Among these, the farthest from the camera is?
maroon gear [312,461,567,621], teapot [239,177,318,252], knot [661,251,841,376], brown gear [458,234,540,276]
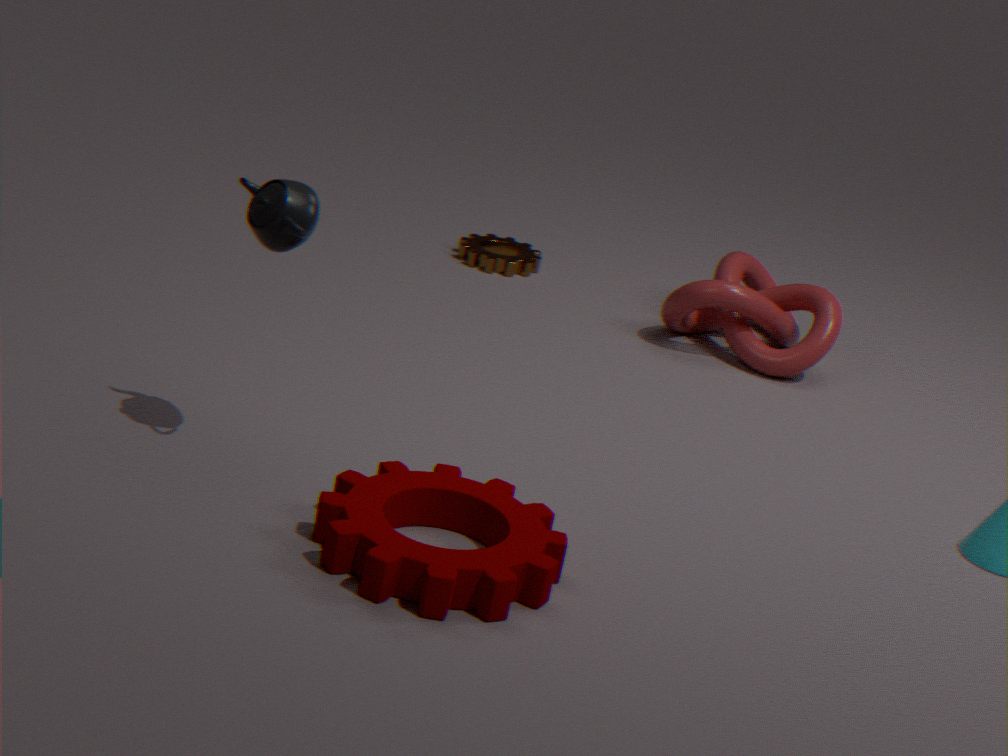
brown gear [458,234,540,276]
